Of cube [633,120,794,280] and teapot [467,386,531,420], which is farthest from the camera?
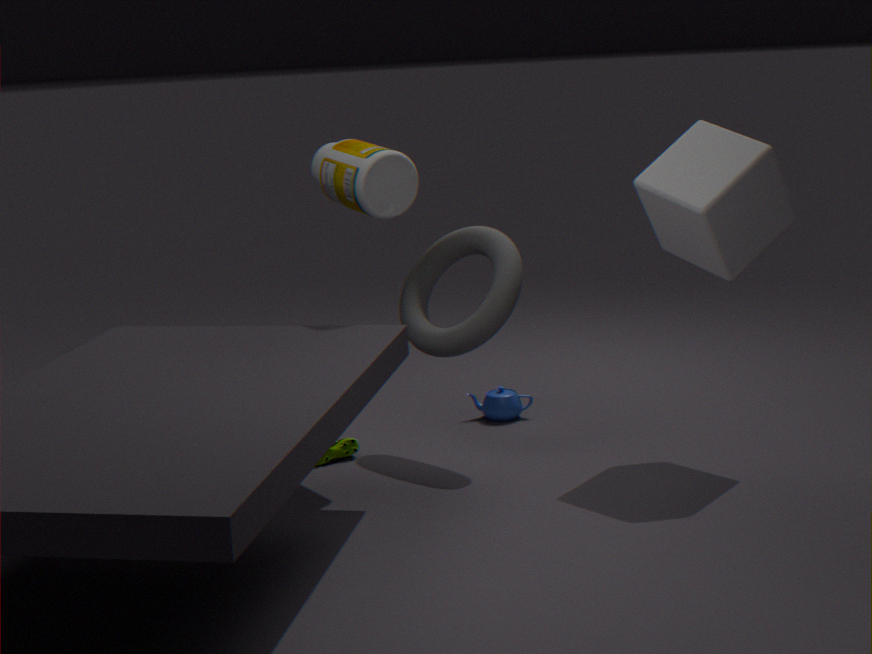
teapot [467,386,531,420]
